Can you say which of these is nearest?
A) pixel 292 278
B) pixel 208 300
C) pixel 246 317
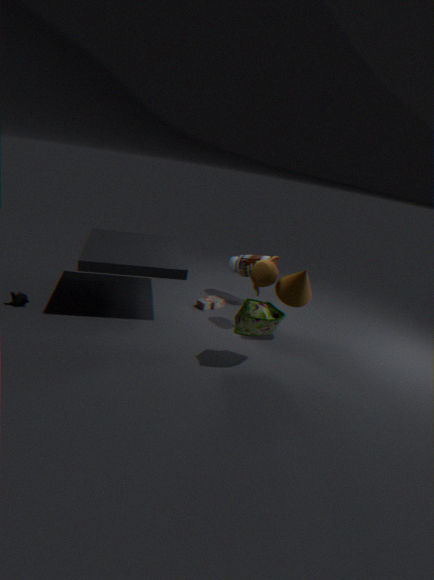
pixel 246 317
